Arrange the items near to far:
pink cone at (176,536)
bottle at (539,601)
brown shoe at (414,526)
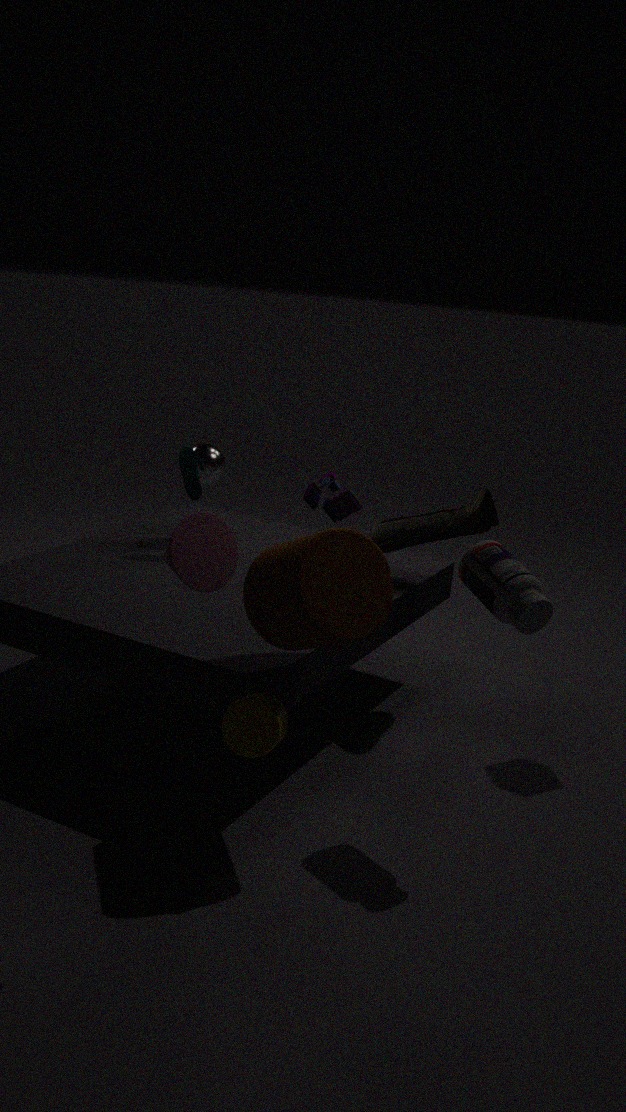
pink cone at (176,536) → bottle at (539,601) → brown shoe at (414,526)
